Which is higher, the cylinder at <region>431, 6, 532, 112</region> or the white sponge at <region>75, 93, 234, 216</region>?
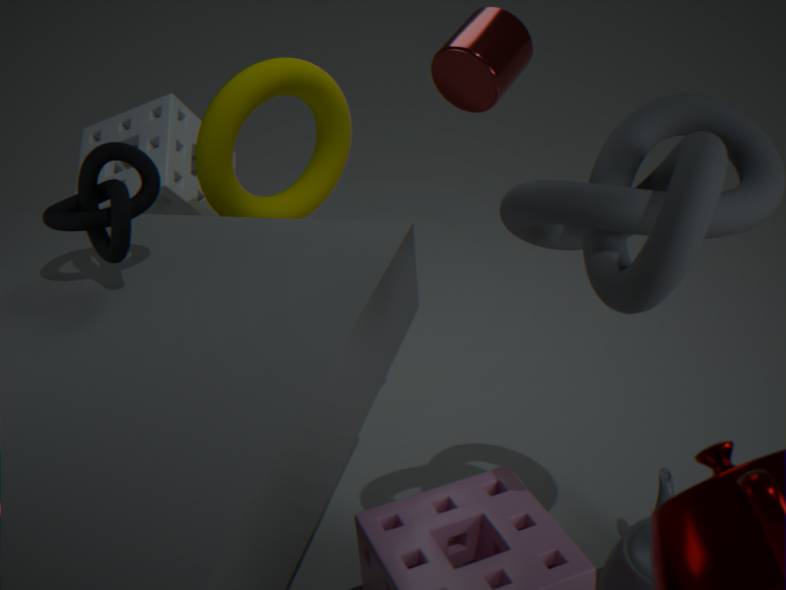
the cylinder at <region>431, 6, 532, 112</region>
